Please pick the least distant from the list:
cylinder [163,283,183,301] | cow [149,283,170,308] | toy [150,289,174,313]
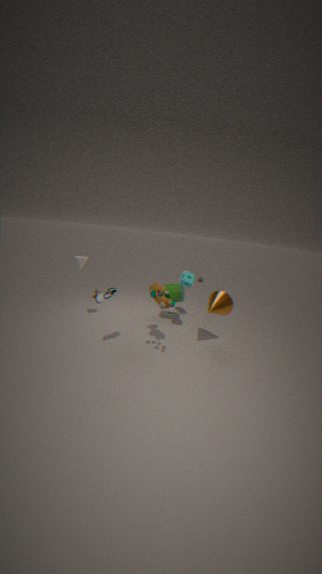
toy [150,289,174,313]
